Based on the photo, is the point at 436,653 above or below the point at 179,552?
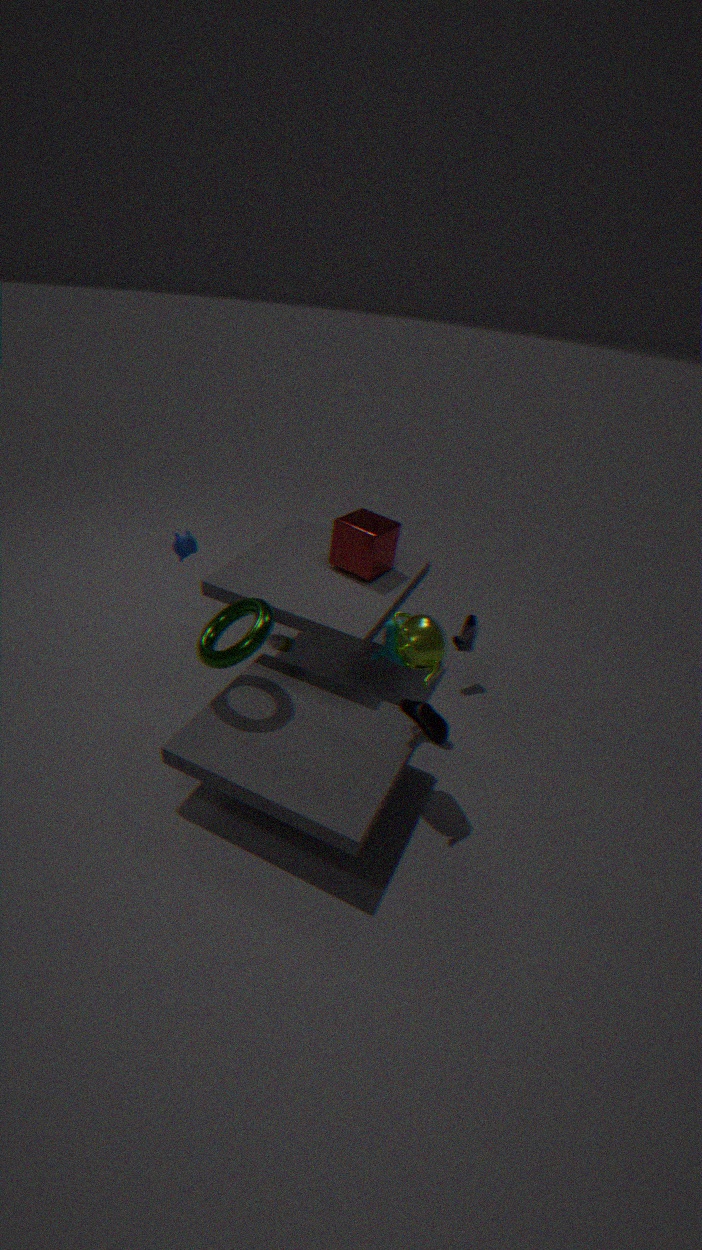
below
